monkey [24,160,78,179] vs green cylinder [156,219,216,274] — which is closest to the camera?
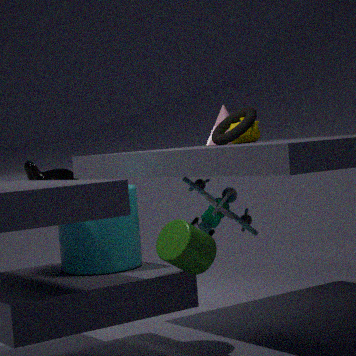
green cylinder [156,219,216,274]
